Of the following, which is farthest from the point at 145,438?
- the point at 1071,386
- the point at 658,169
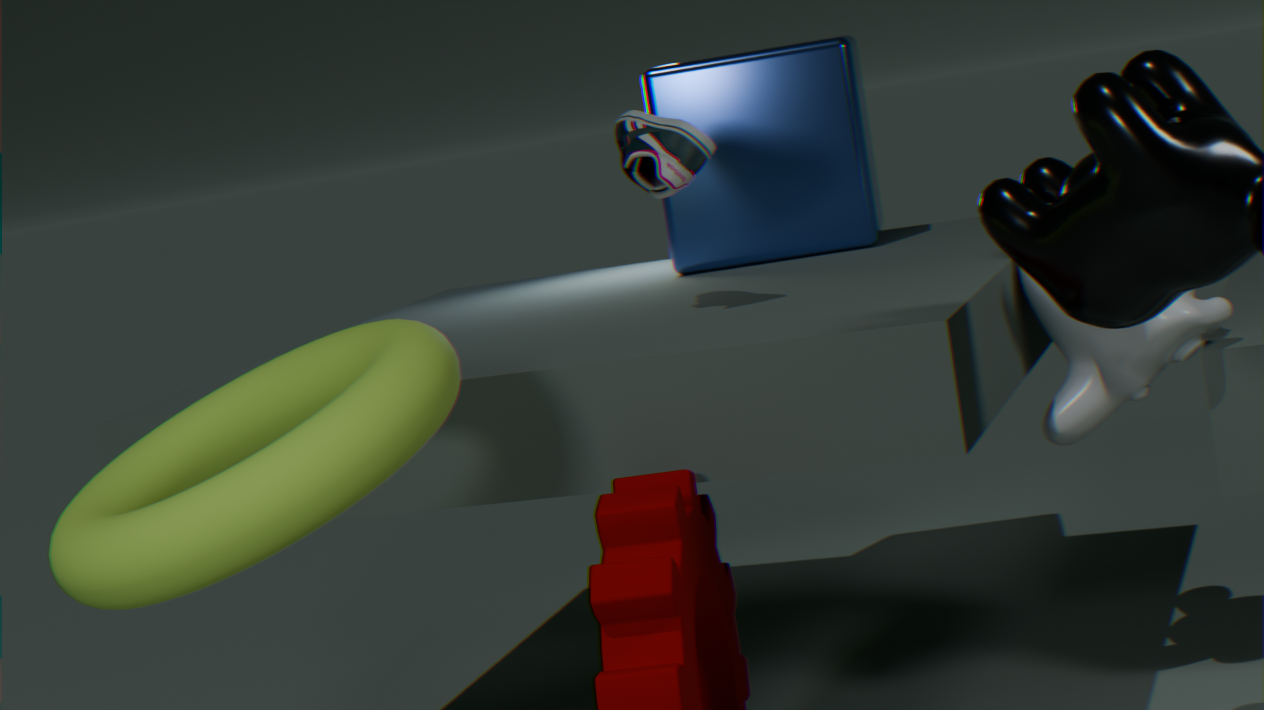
the point at 1071,386
